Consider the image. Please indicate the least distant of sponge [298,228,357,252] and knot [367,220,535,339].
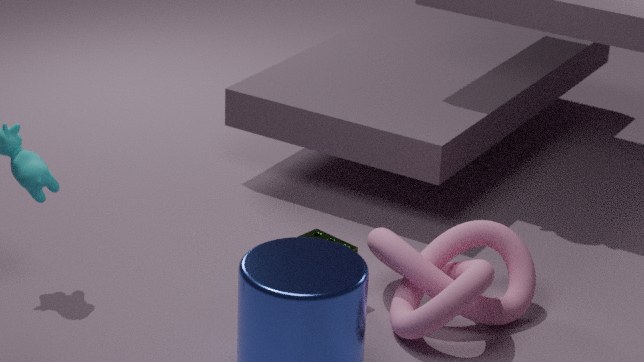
knot [367,220,535,339]
